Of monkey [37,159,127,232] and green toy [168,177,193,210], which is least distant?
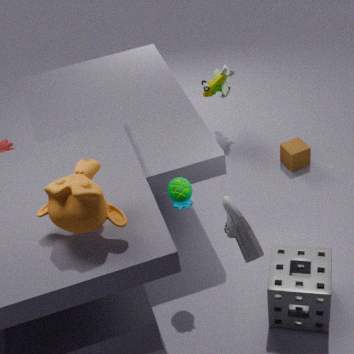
monkey [37,159,127,232]
